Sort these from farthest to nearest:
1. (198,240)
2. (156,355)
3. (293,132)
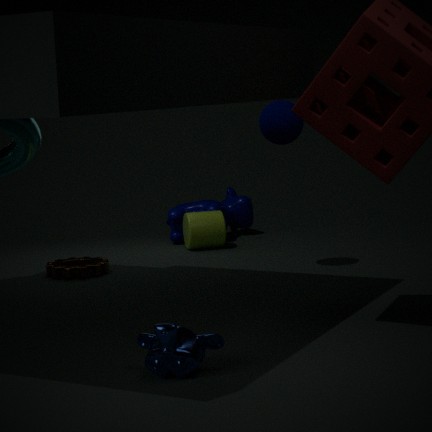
(198,240) → (293,132) → (156,355)
